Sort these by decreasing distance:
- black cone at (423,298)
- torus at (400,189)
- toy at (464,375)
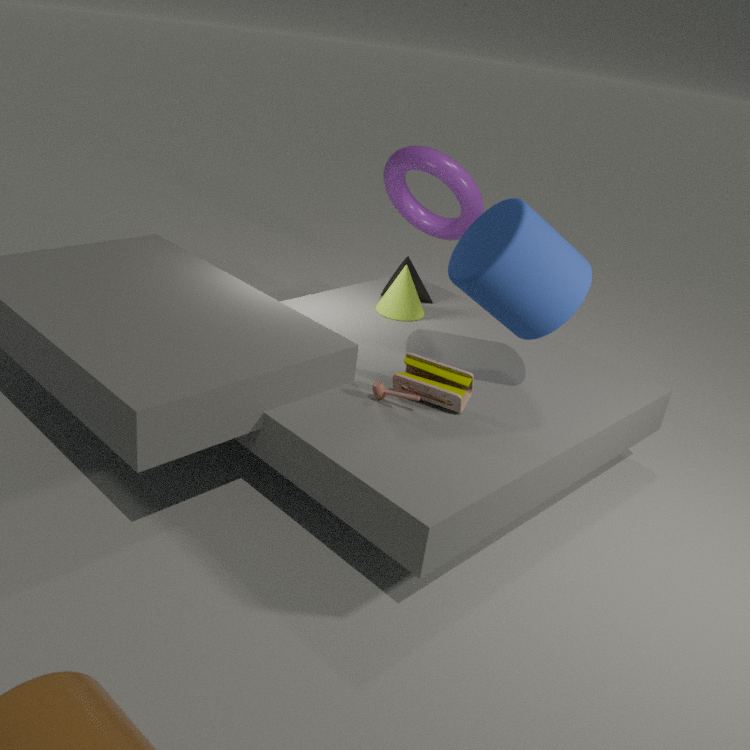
torus at (400,189), black cone at (423,298), toy at (464,375)
